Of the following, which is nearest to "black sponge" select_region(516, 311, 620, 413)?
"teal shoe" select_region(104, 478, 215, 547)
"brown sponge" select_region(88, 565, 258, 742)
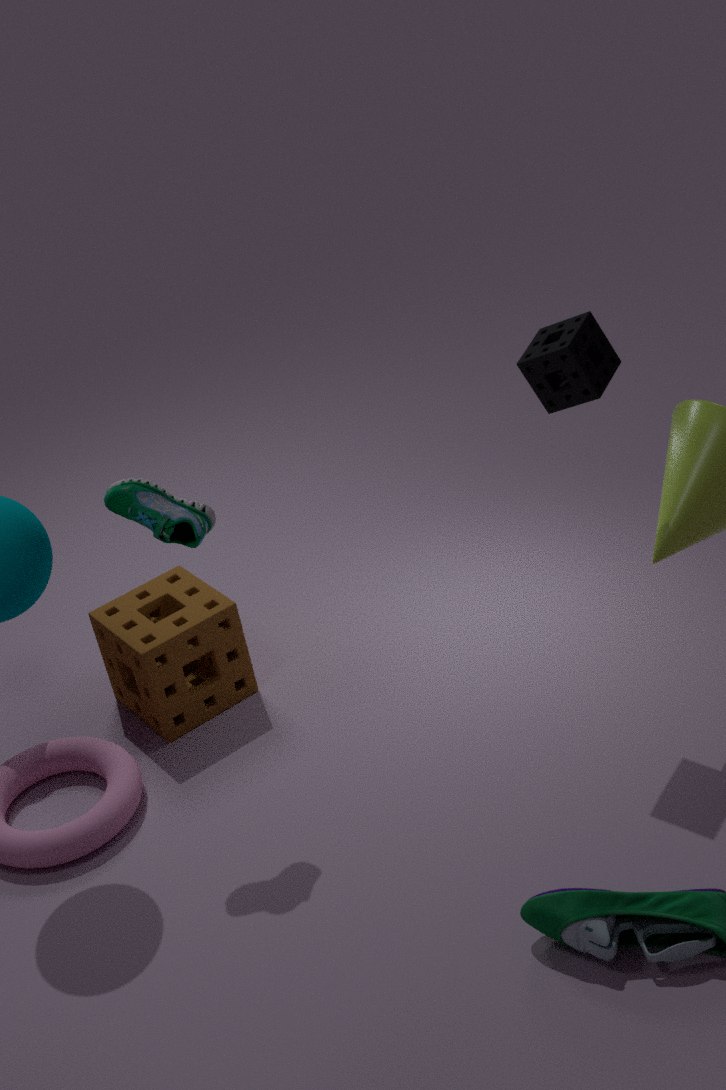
"teal shoe" select_region(104, 478, 215, 547)
